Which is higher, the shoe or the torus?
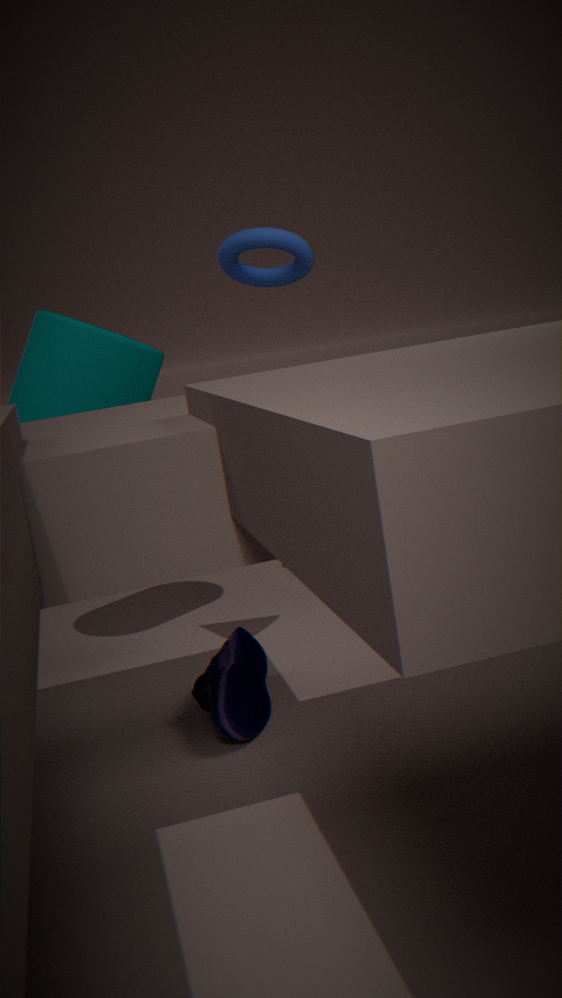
the torus
